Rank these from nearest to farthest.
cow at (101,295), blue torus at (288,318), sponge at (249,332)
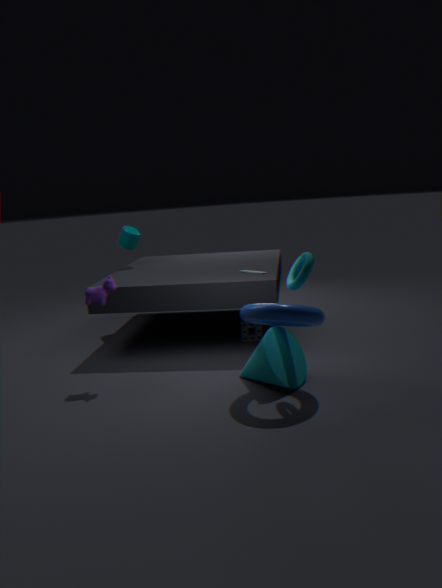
1. blue torus at (288,318)
2. cow at (101,295)
3. sponge at (249,332)
